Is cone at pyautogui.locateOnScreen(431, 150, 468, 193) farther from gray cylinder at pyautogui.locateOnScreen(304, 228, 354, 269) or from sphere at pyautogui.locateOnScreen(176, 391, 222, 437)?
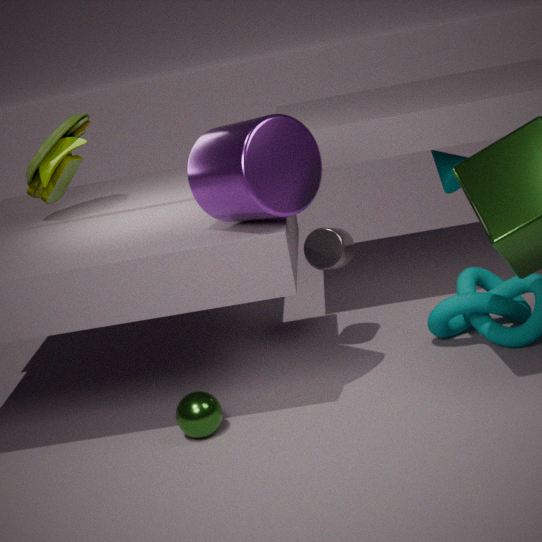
sphere at pyautogui.locateOnScreen(176, 391, 222, 437)
